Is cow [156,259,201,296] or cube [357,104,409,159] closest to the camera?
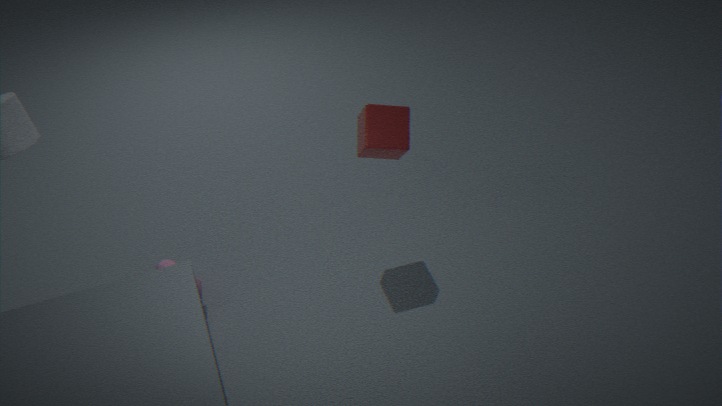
cube [357,104,409,159]
